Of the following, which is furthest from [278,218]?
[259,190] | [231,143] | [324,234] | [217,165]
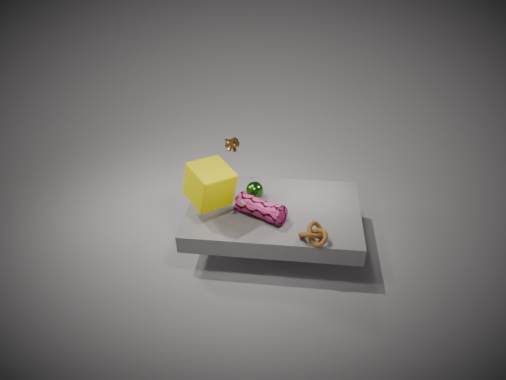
[231,143]
